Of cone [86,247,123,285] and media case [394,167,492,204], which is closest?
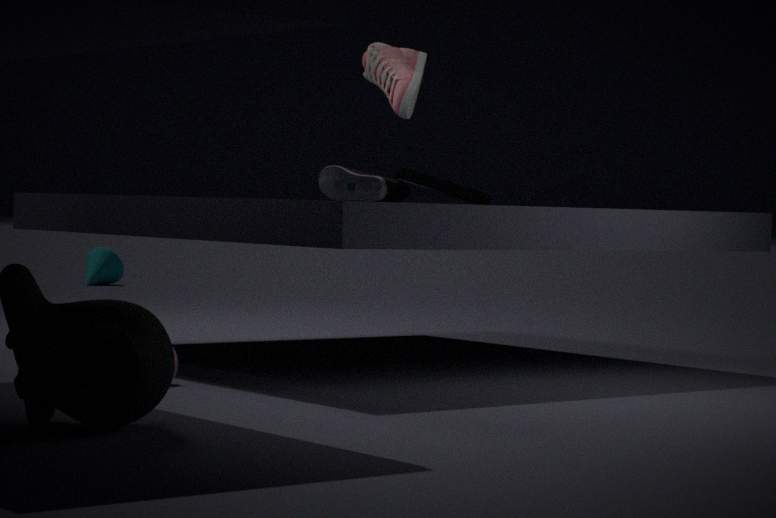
media case [394,167,492,204]
